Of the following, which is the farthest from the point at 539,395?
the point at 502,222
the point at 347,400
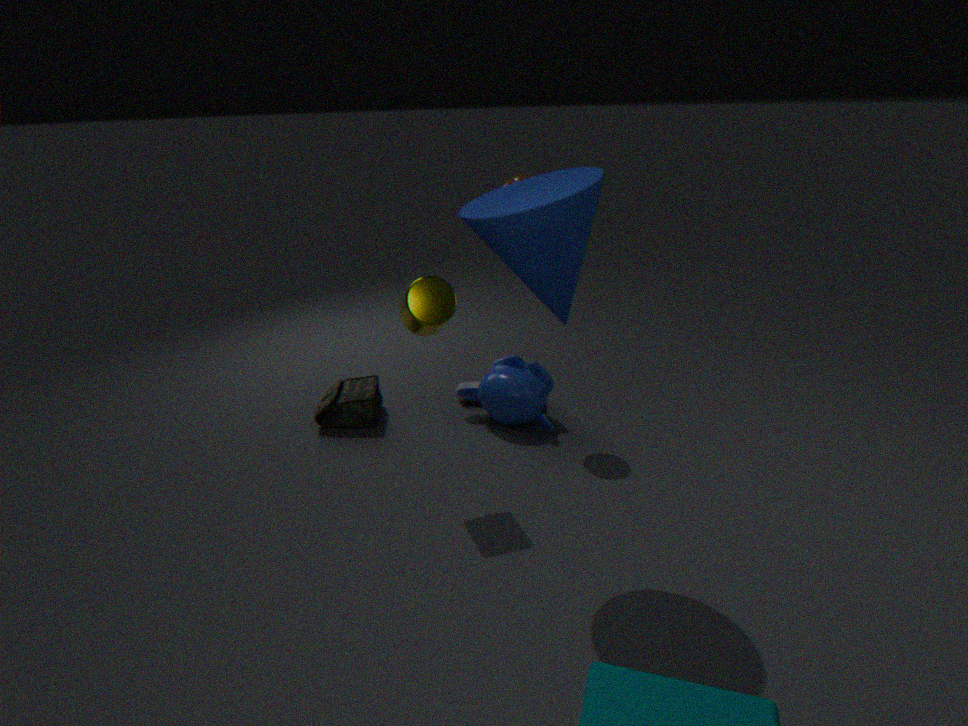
the point at 502,222
